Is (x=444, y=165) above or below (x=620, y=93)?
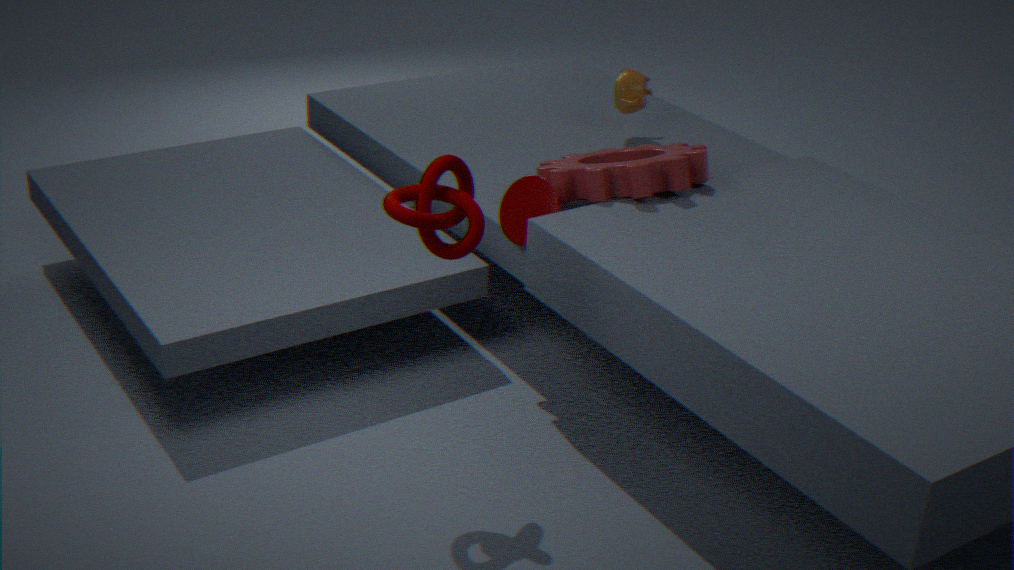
above
